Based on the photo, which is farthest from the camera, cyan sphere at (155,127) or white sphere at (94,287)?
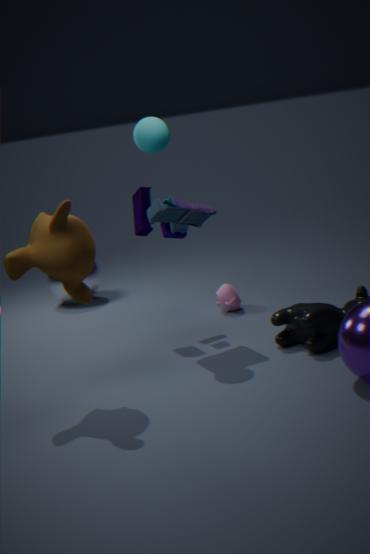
white sphere at (94,287)
